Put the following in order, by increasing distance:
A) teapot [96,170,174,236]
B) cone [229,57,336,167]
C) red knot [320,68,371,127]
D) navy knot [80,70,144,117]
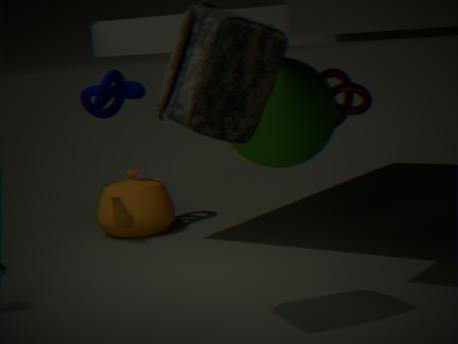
cone [229,57,336,167]
navy knot [80,70,144,117]
teapot [96,170,174,236]
red knot [320,68,371,127]
